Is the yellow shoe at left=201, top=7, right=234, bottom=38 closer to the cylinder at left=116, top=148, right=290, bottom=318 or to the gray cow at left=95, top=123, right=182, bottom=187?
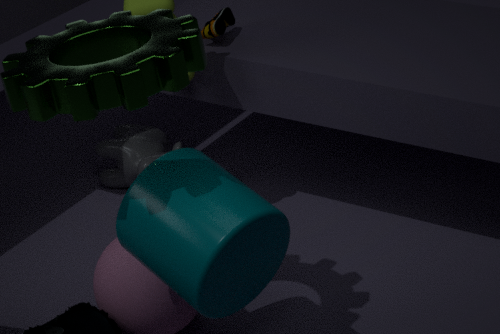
the gray cow at left=95, top=123, right=182, bottom=187
